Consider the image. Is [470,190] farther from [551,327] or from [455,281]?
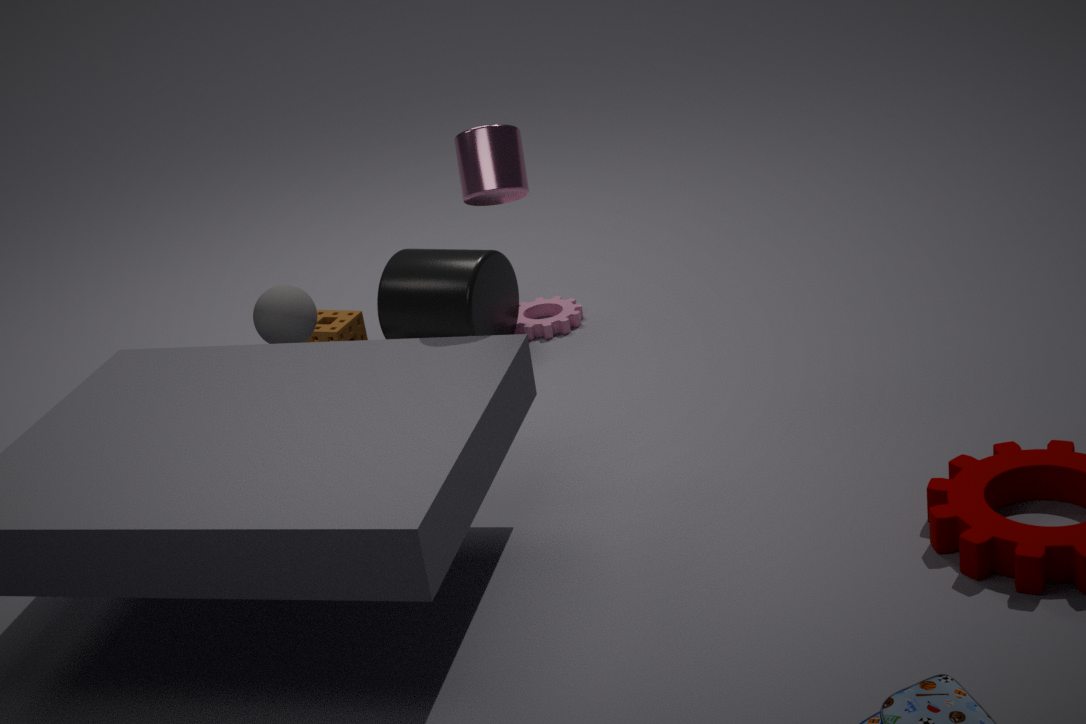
[551,327]
